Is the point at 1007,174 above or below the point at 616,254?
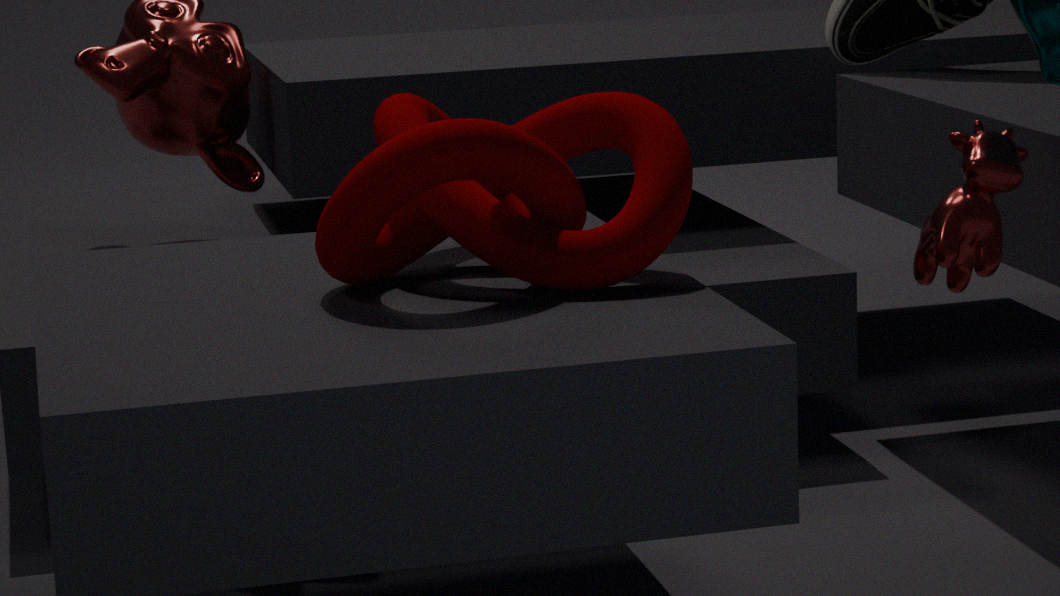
below
